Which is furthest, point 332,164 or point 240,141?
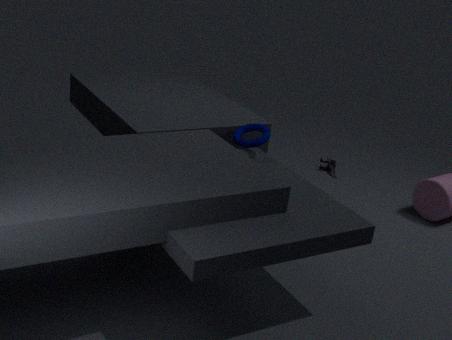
point 332,164
